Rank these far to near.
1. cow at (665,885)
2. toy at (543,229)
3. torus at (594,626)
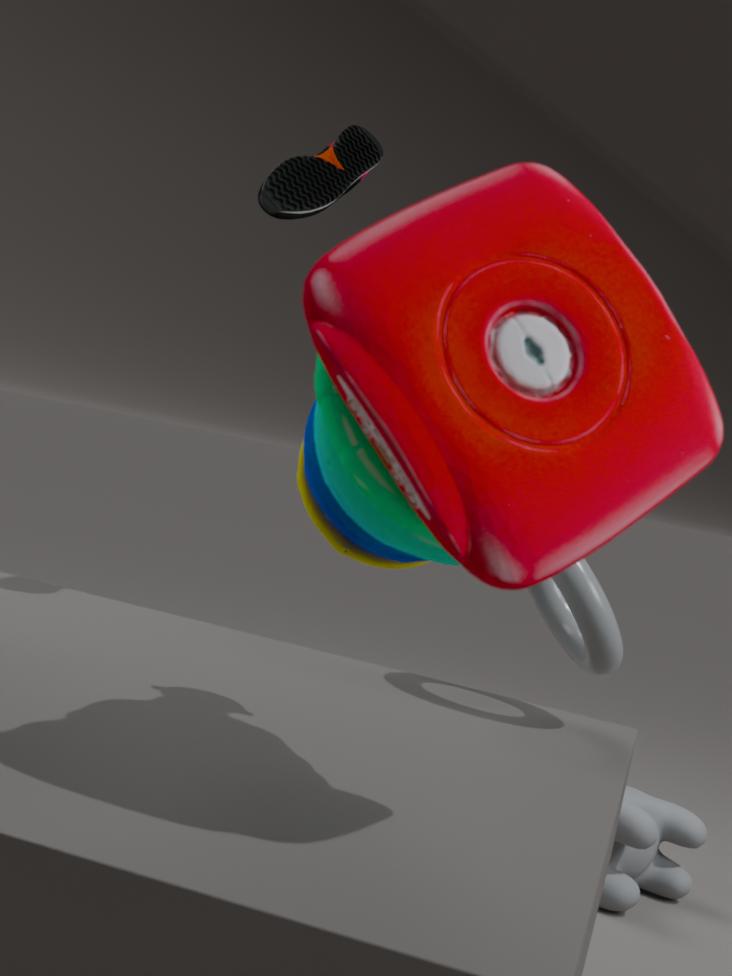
cow at (665,885), torus at (594,626), toy at (543,229)
